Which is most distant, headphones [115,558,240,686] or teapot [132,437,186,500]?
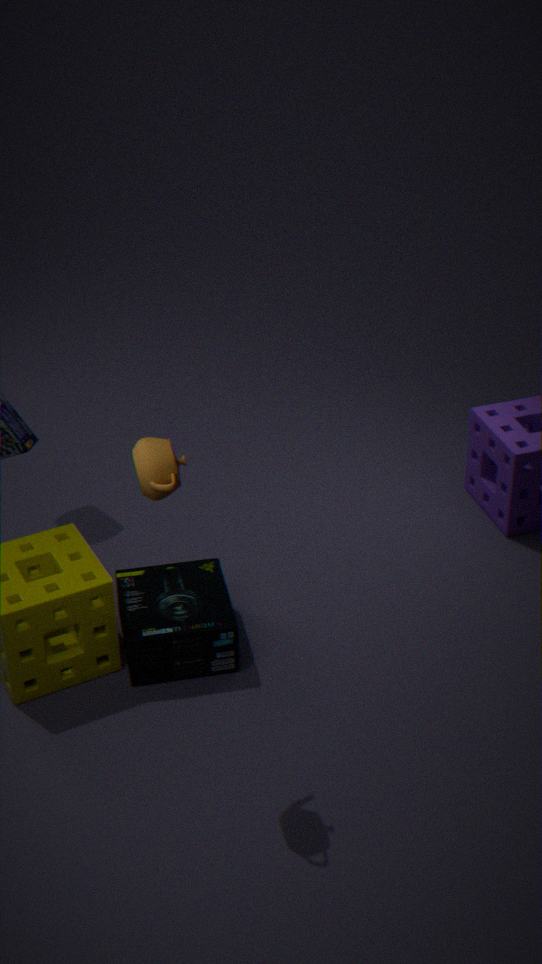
headphones [115,558,240,686]
